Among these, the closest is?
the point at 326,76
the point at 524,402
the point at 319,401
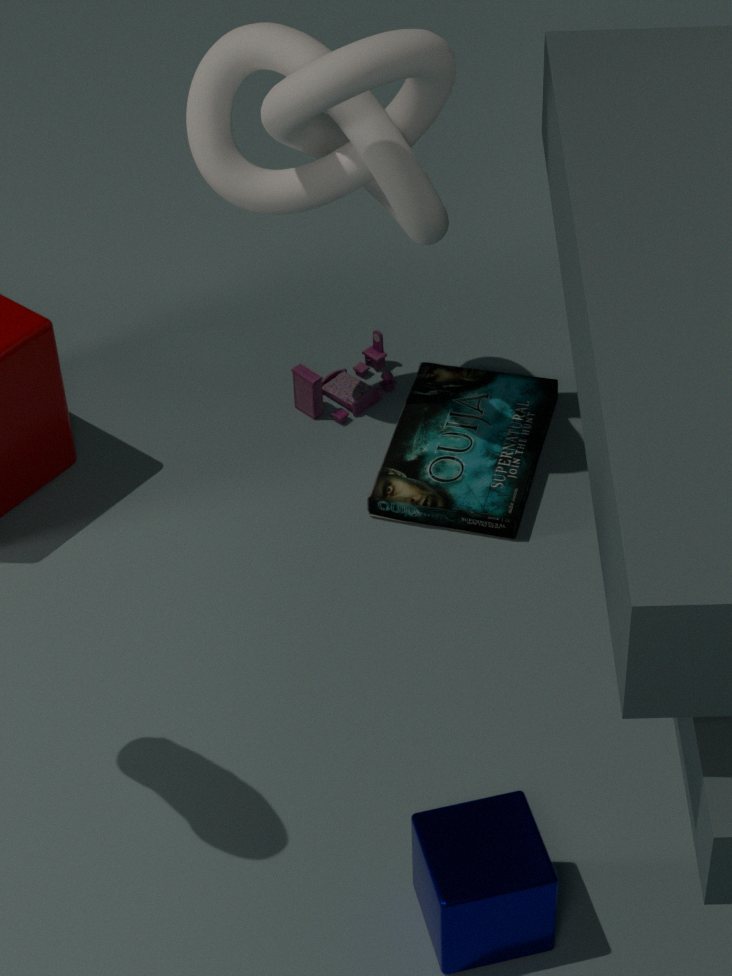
the point at 326,76
